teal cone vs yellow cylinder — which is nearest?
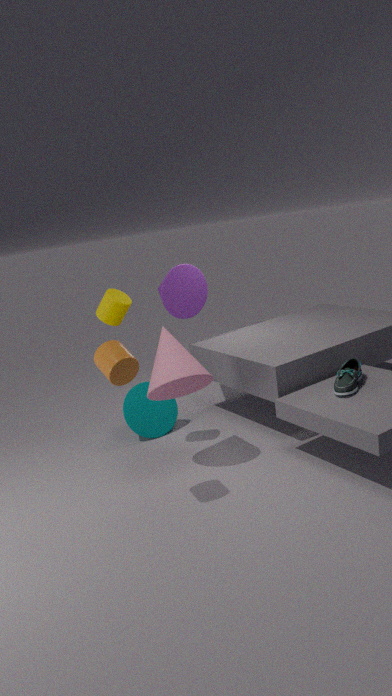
yellow cylinder
